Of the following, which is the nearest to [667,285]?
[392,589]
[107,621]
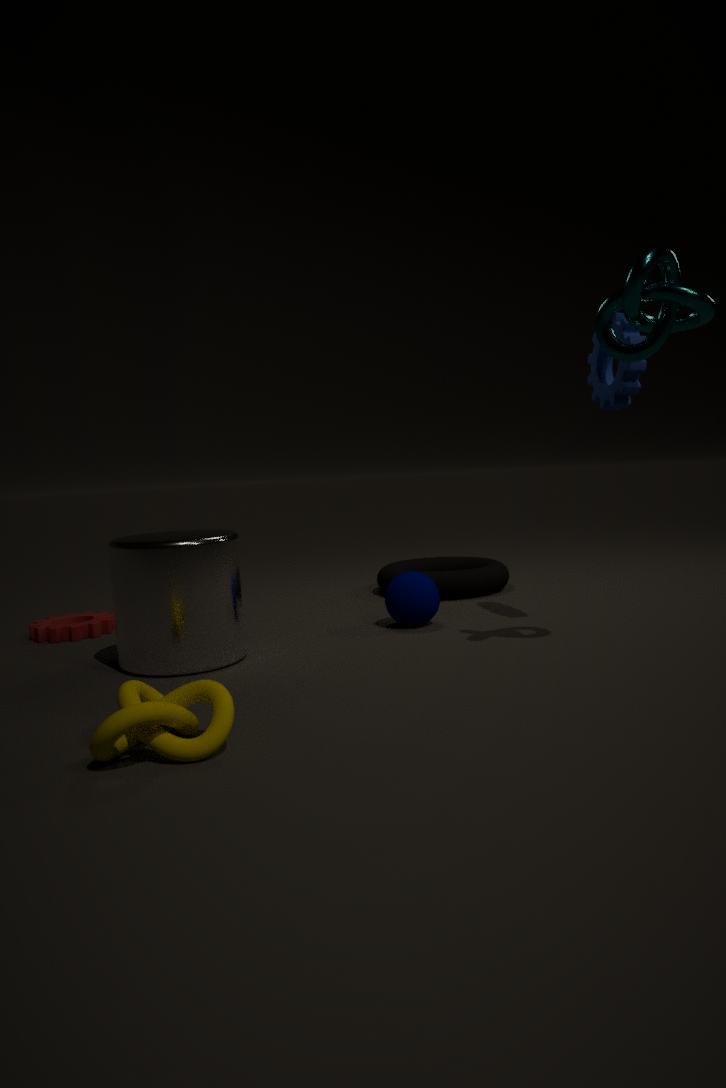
[392,589]
